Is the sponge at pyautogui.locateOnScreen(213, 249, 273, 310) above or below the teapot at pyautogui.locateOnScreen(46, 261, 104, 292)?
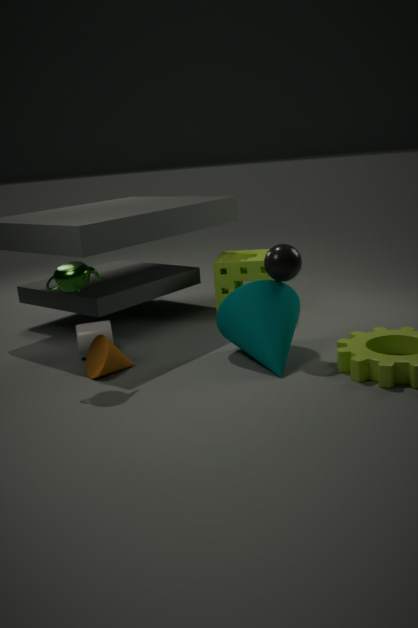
below
